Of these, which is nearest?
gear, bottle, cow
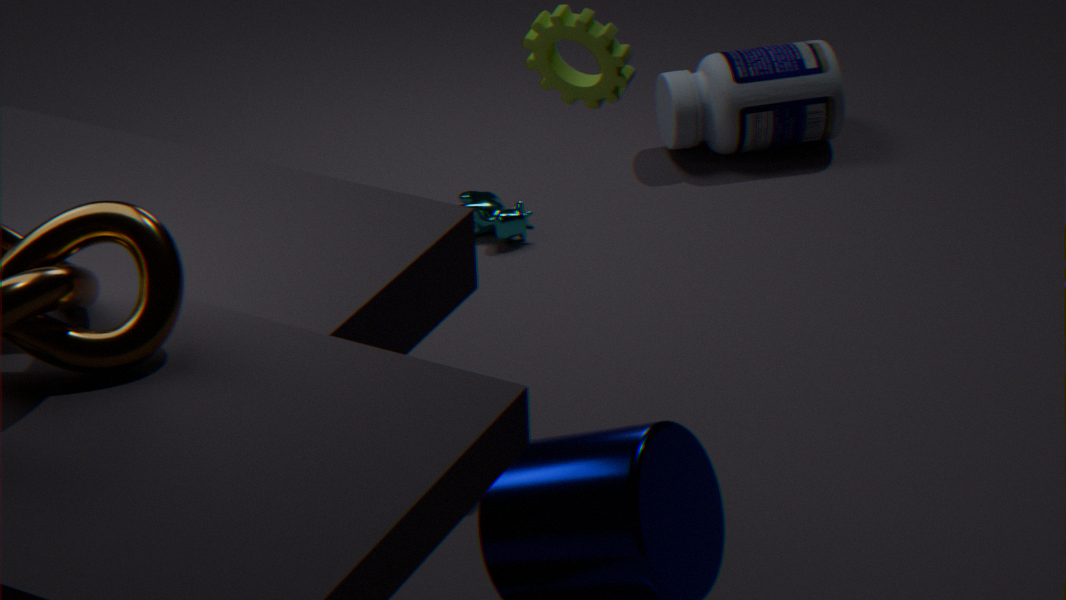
gear
